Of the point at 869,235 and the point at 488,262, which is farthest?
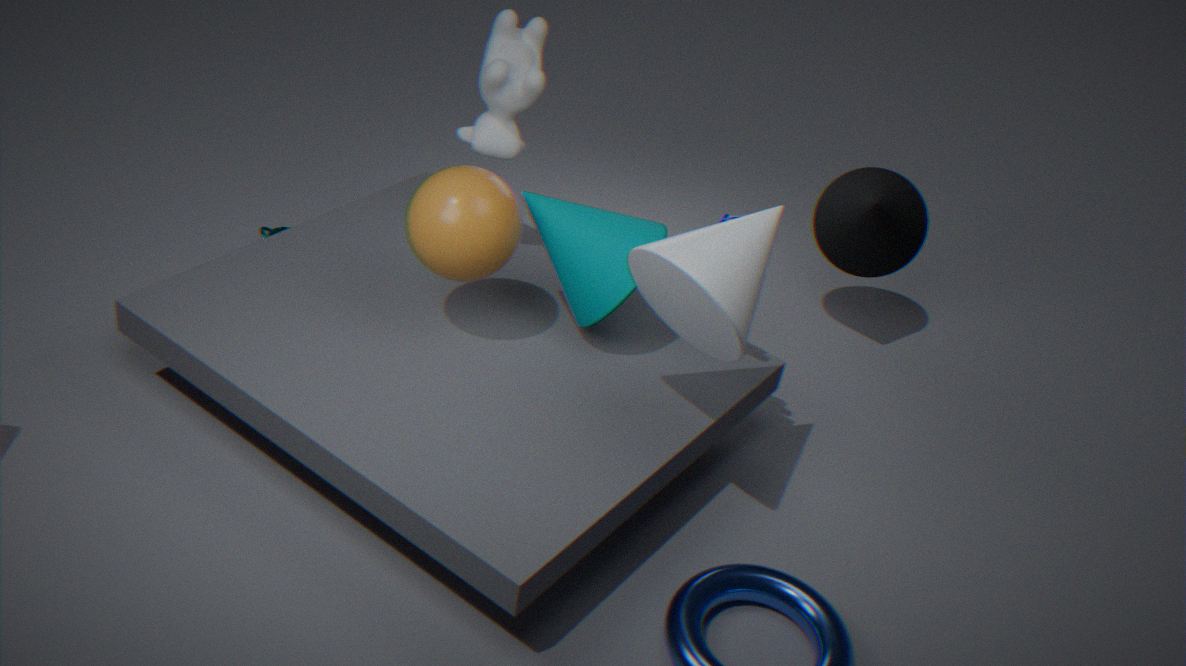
the point at 869,235
